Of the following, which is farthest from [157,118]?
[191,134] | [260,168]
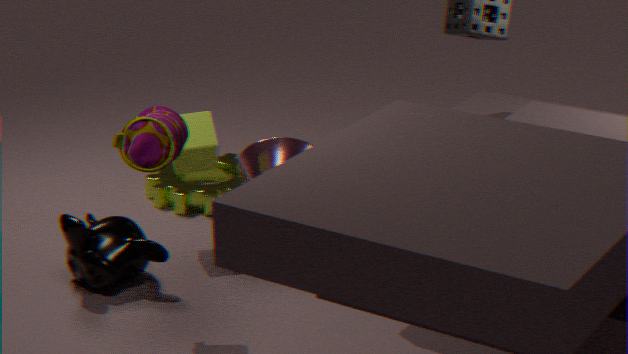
[260,168]
